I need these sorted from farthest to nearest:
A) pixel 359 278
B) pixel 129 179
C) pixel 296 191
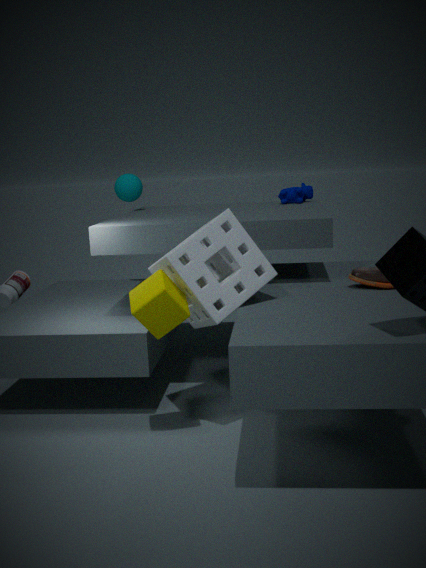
pixel 129 179, pixel 296 191, pixel 359 278
